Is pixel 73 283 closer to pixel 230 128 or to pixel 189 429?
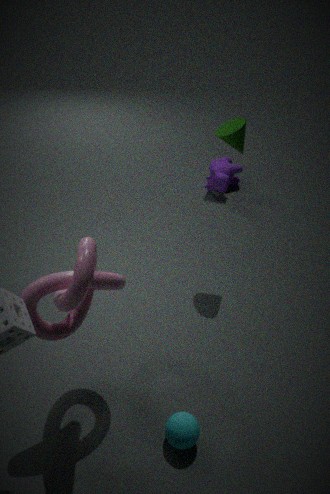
pixel 189 429
